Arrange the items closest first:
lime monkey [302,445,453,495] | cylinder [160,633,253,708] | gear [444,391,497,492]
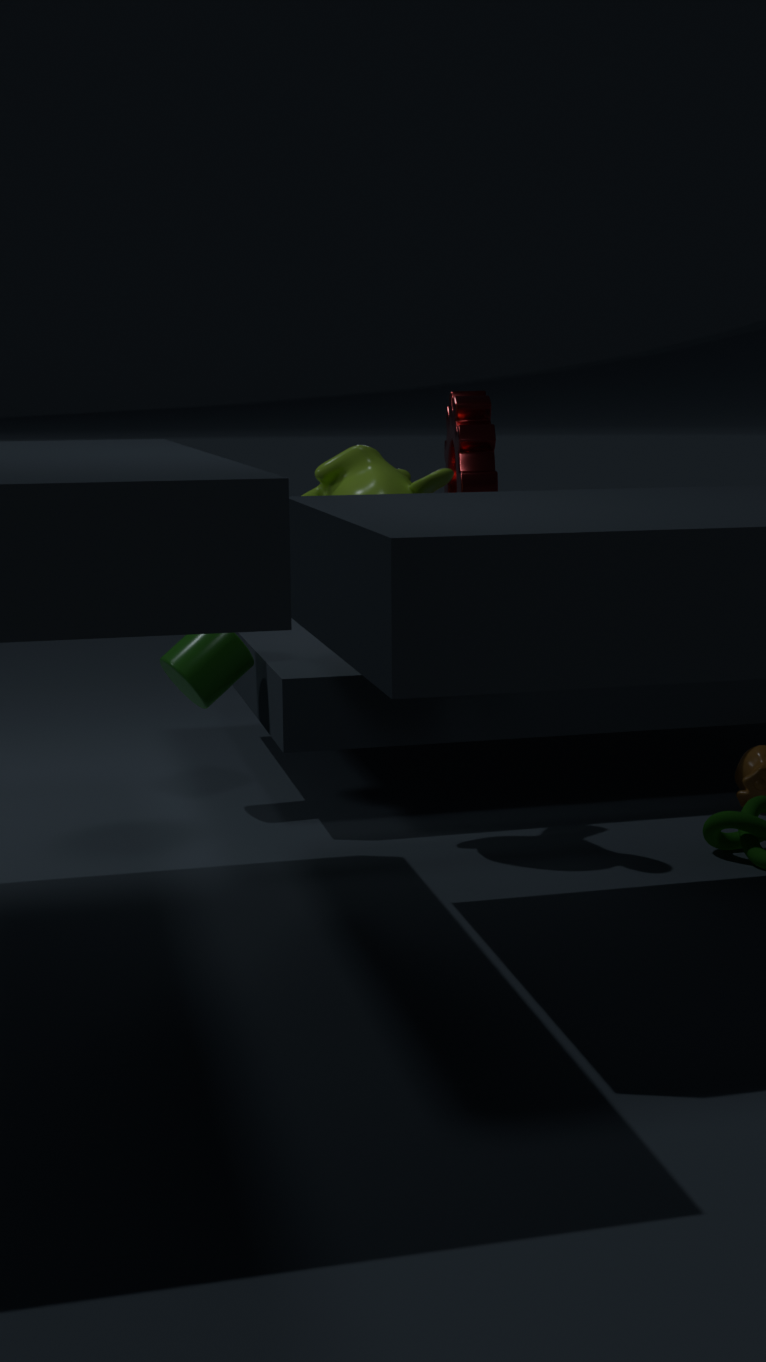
lime monkey [302,445,453,495], cylinder [160,633,253,708], gear [444,391,497,492]
